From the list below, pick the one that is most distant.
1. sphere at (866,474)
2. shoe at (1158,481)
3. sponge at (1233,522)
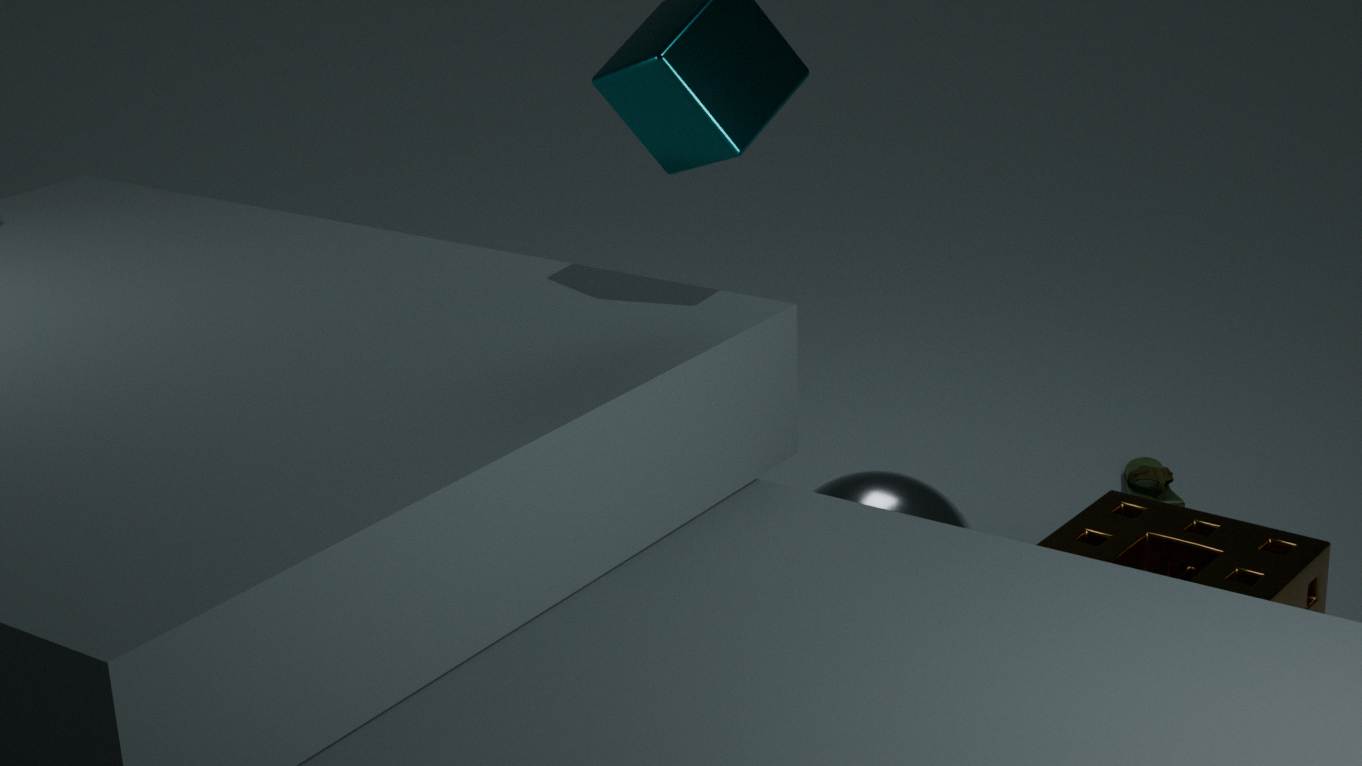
shoe at (1158,481)
